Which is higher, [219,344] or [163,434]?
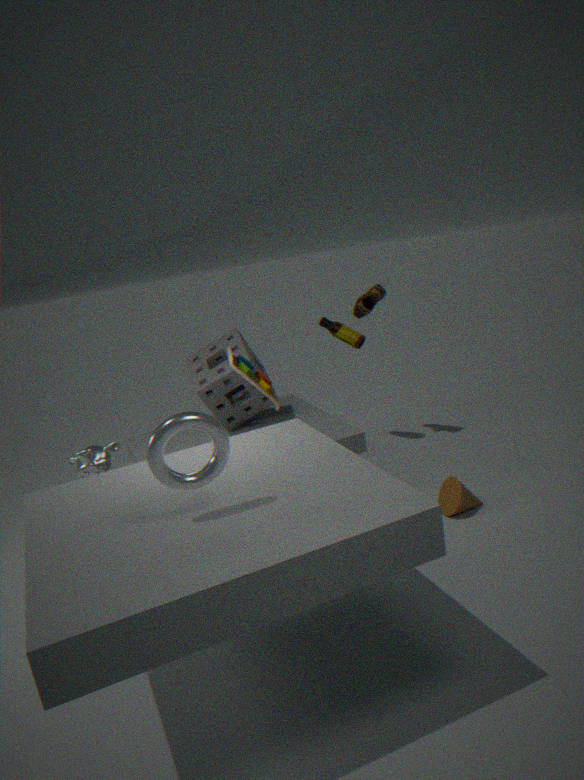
[163,434]
